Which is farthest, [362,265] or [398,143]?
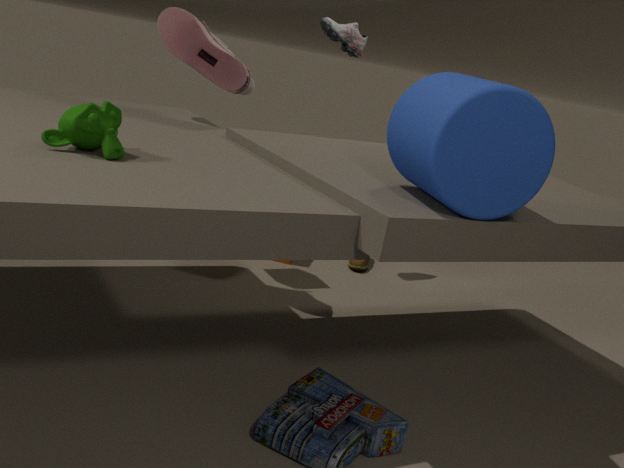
[362,265]
